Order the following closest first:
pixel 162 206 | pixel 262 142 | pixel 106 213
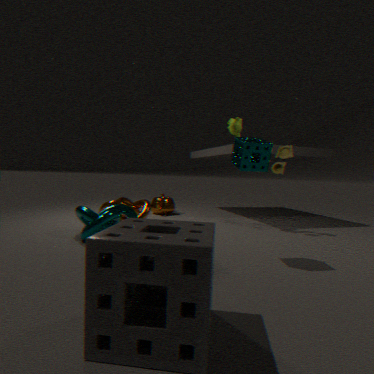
pixel 262 142 → pixel 106 213 → pixel 162 206
